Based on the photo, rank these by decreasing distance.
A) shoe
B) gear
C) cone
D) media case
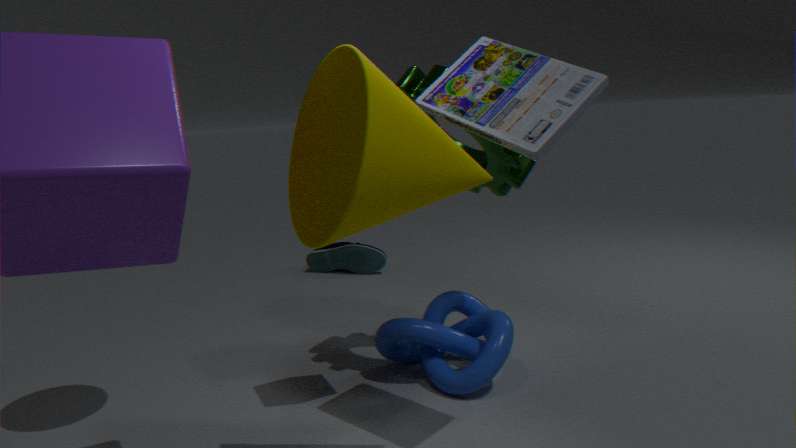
shoe → gear → media case → cone
